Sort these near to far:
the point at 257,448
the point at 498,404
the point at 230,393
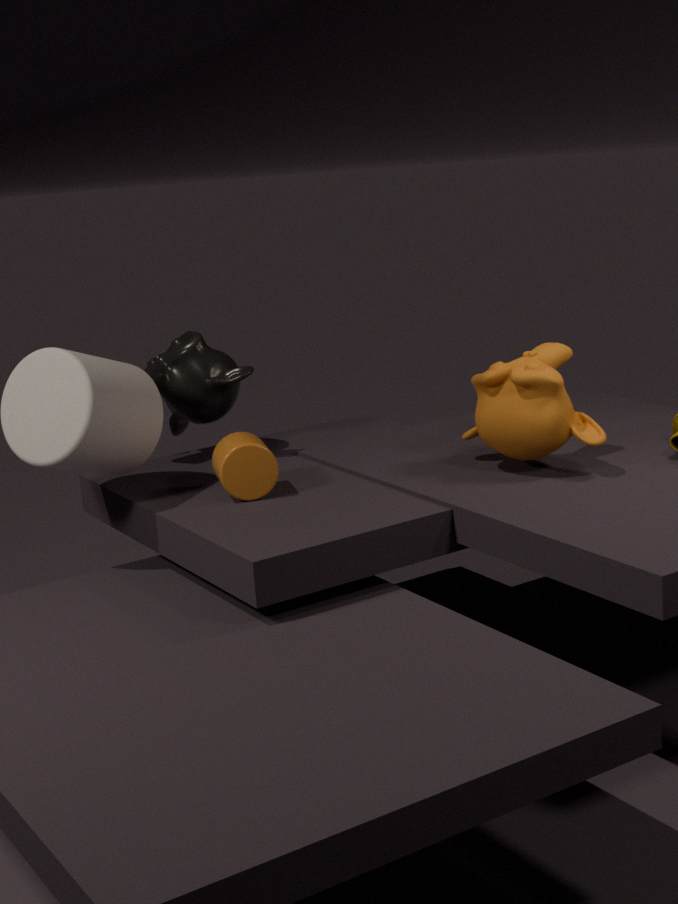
the point at 498,404
the point at 257,448
the point at 230,393
